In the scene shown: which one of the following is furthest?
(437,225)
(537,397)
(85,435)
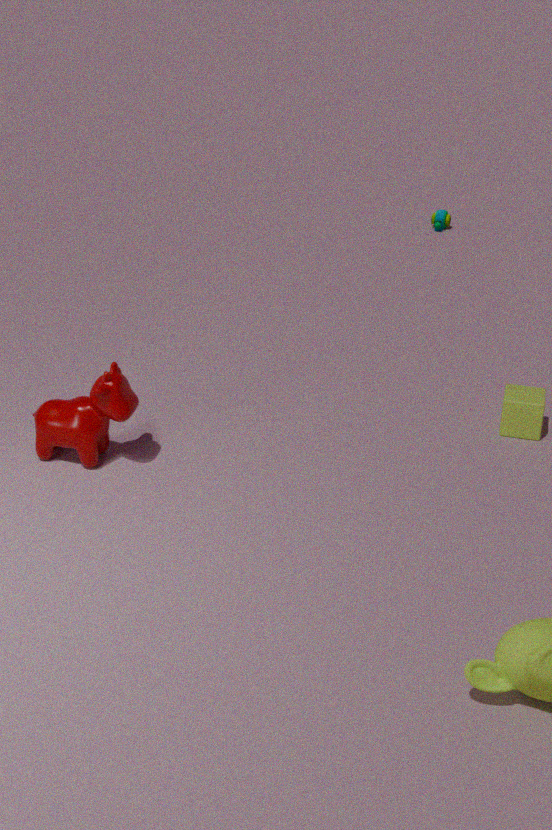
(437,225)
